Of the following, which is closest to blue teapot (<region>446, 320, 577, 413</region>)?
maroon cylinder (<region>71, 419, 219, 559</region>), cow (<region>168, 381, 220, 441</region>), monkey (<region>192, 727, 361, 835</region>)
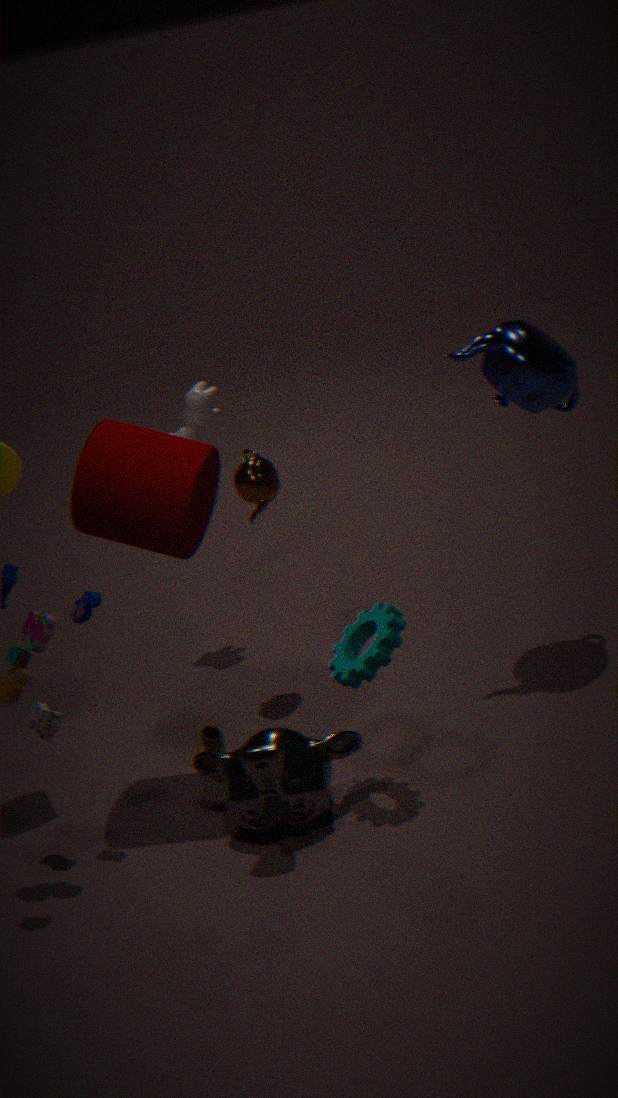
maroon cylinder (<region>71, 419, 219, 559</region>)
